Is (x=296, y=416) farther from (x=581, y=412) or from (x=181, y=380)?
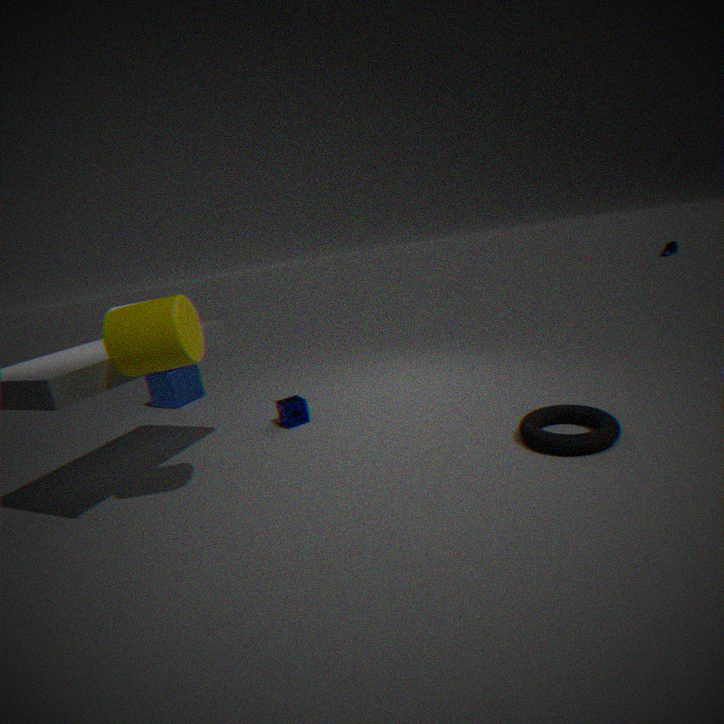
(x=581, y=412)
